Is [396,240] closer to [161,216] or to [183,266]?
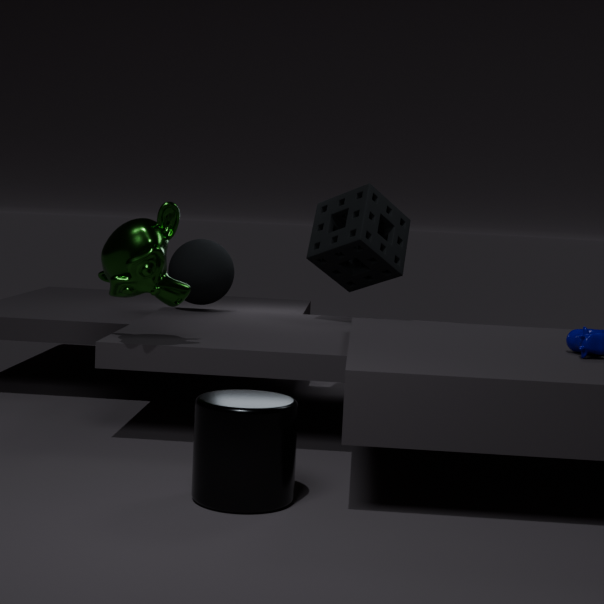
[183,266]
